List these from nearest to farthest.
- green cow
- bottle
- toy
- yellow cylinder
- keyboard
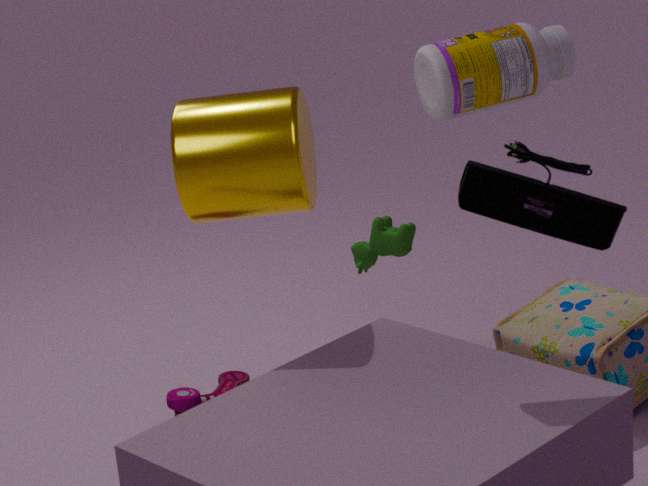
1. keyboard
2. yellow cylinder
3. toy
4. green cow
5. bottle
